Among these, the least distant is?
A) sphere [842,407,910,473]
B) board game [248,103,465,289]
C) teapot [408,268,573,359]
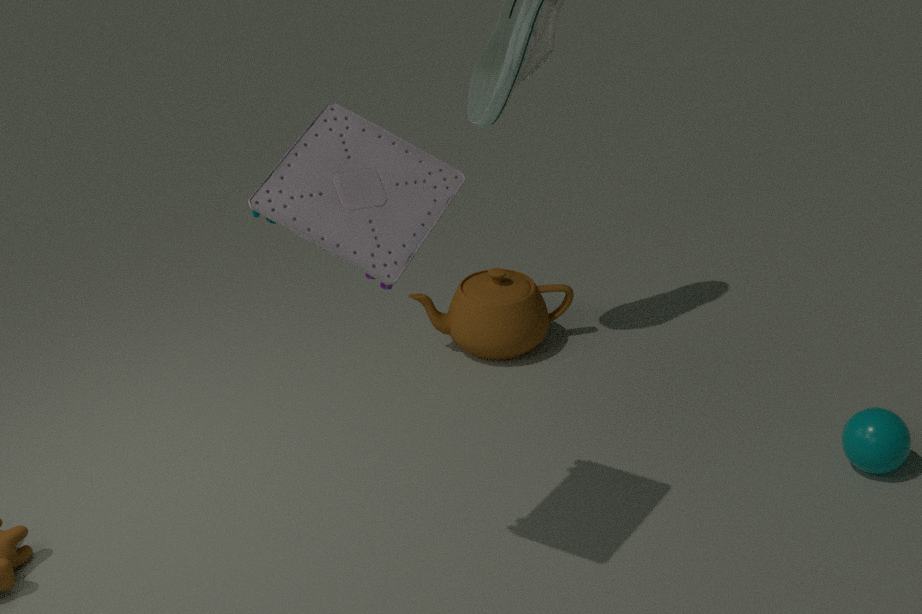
board game [248,103,465,289]
